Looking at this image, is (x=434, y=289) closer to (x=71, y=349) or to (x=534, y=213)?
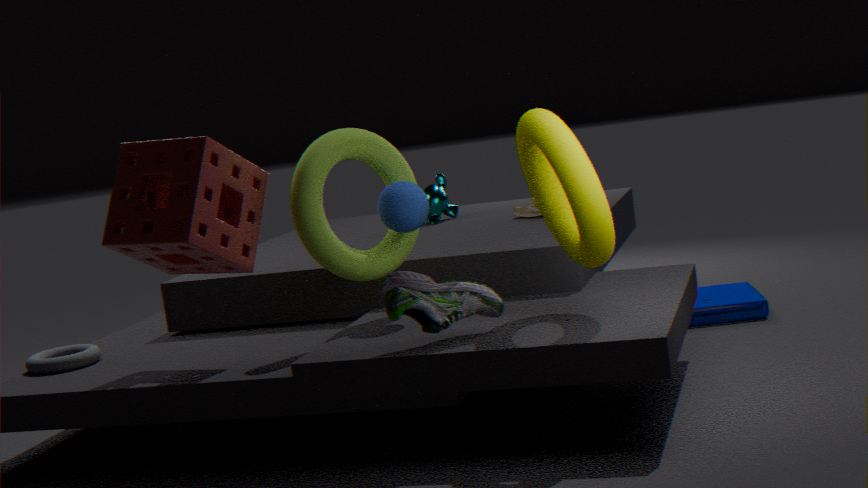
(x=71, y=349)
